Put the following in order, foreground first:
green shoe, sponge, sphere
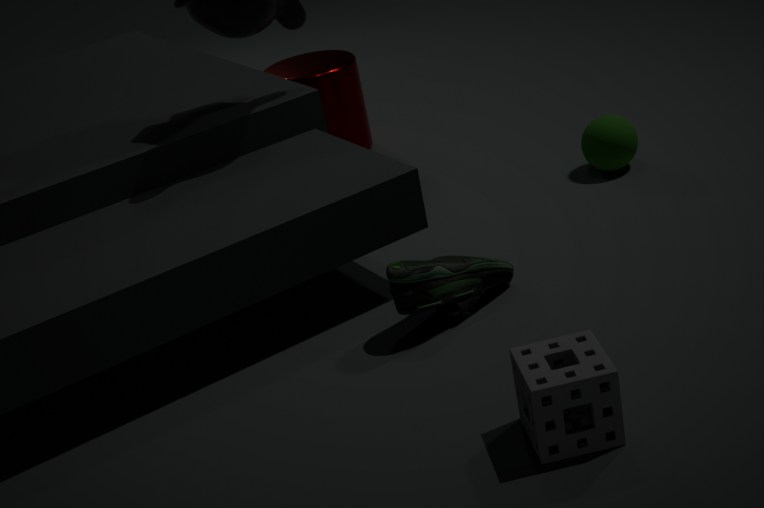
sponge, green shoe, sphere
